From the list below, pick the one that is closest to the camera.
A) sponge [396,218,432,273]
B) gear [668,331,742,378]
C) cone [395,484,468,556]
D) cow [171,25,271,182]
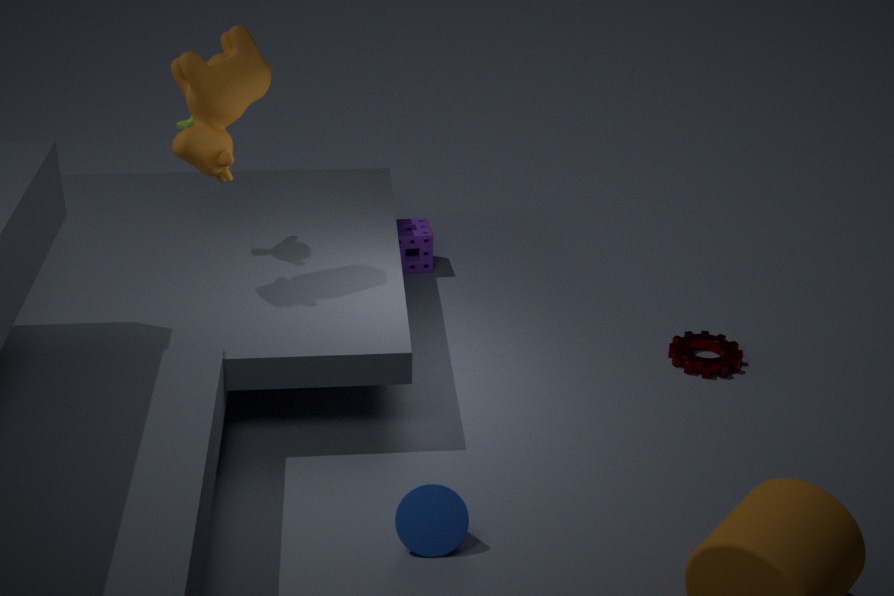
C. cone [395,484,468,556]
